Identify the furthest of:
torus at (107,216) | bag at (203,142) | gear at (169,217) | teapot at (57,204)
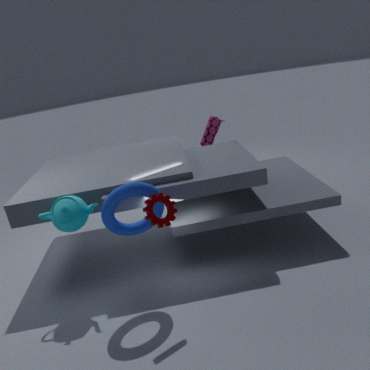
bag at (203,142)
